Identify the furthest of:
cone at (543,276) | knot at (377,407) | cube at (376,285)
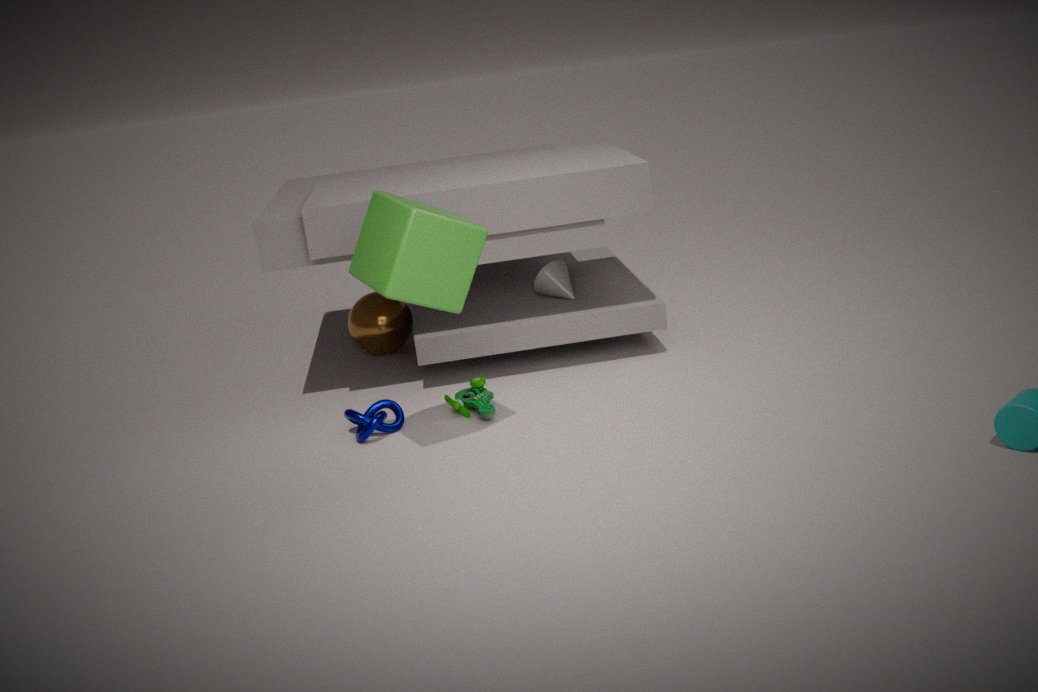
cone at (543,276)
